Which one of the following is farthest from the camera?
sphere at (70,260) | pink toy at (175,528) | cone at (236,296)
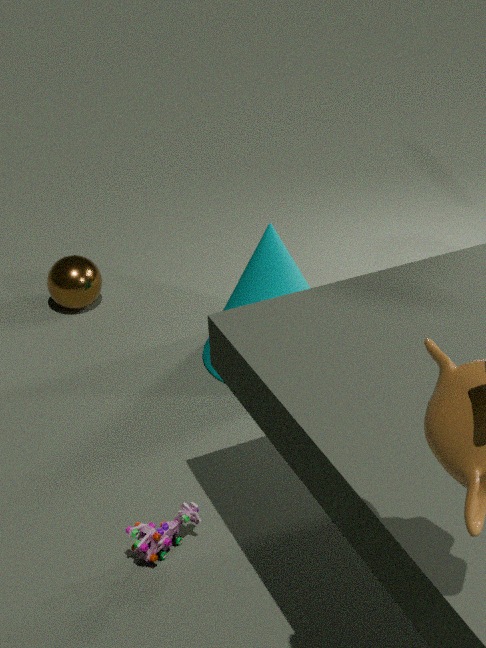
sphere at (70,260)
